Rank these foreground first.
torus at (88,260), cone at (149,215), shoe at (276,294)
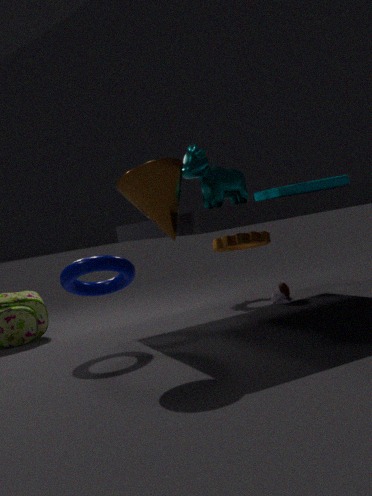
1. cone at (149,215)
2. torus at (88,260)
3. shoe at (276,294)
